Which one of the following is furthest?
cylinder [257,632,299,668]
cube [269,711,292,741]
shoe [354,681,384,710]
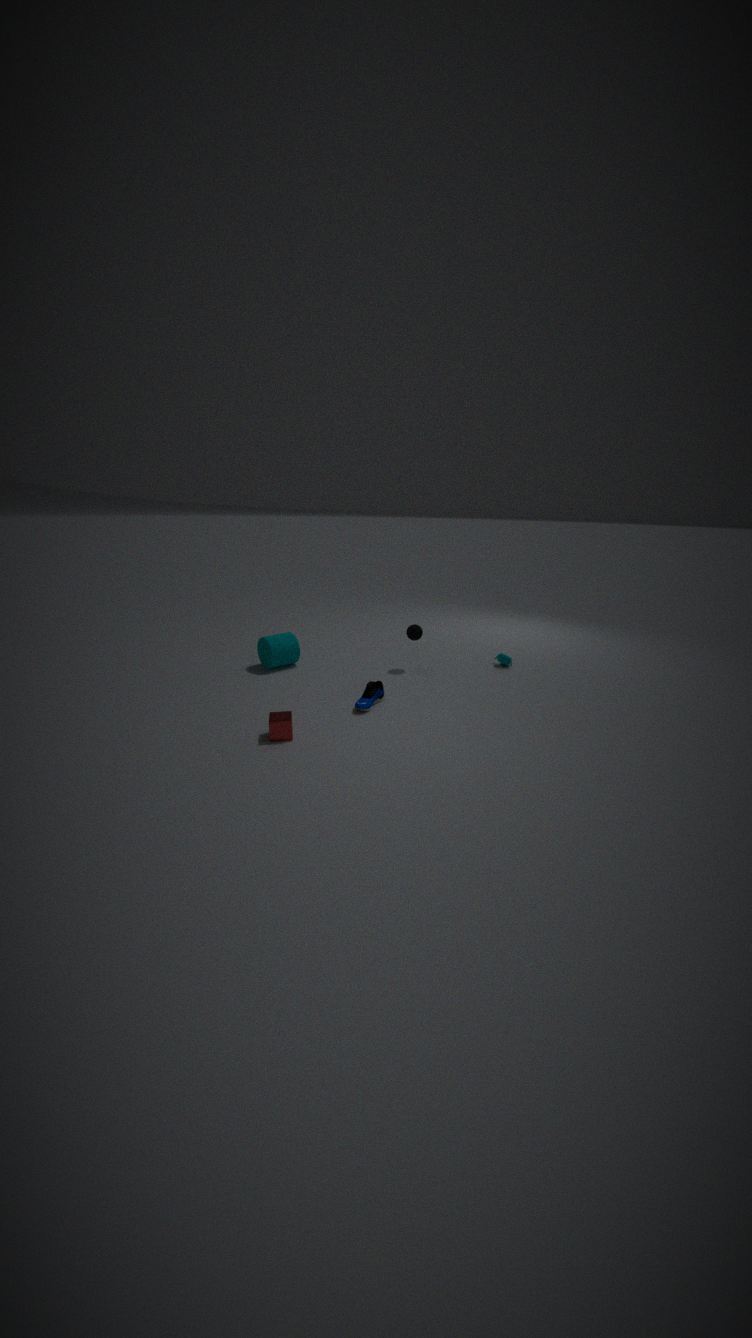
A: cylinder [257,632,299,668]
